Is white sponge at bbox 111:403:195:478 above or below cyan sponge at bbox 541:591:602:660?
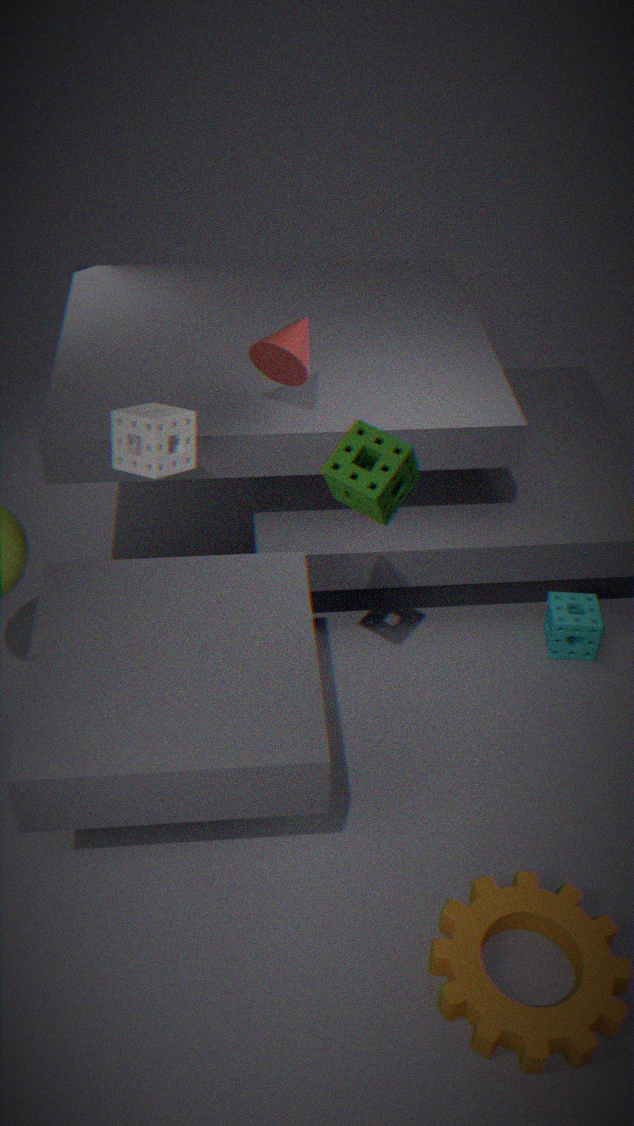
above
